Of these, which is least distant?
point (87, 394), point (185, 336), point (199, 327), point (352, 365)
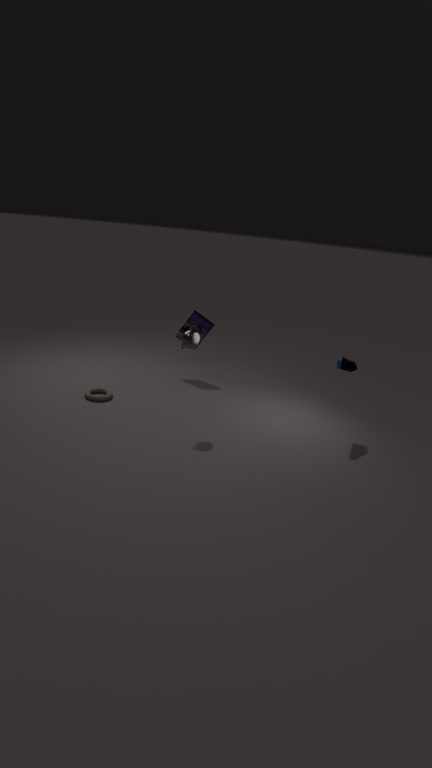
point (185, 336)
